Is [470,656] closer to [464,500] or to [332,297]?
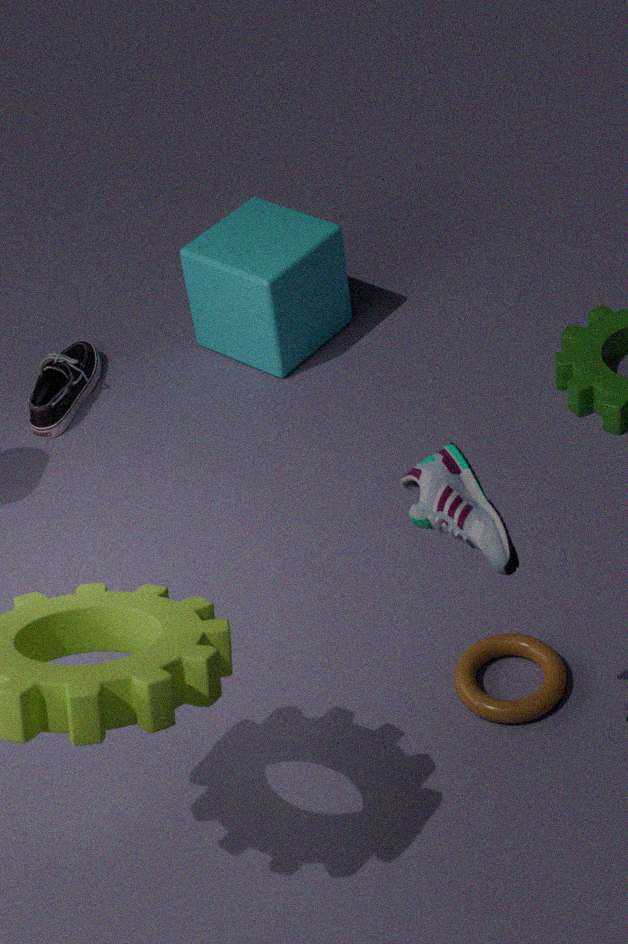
[464,500]
